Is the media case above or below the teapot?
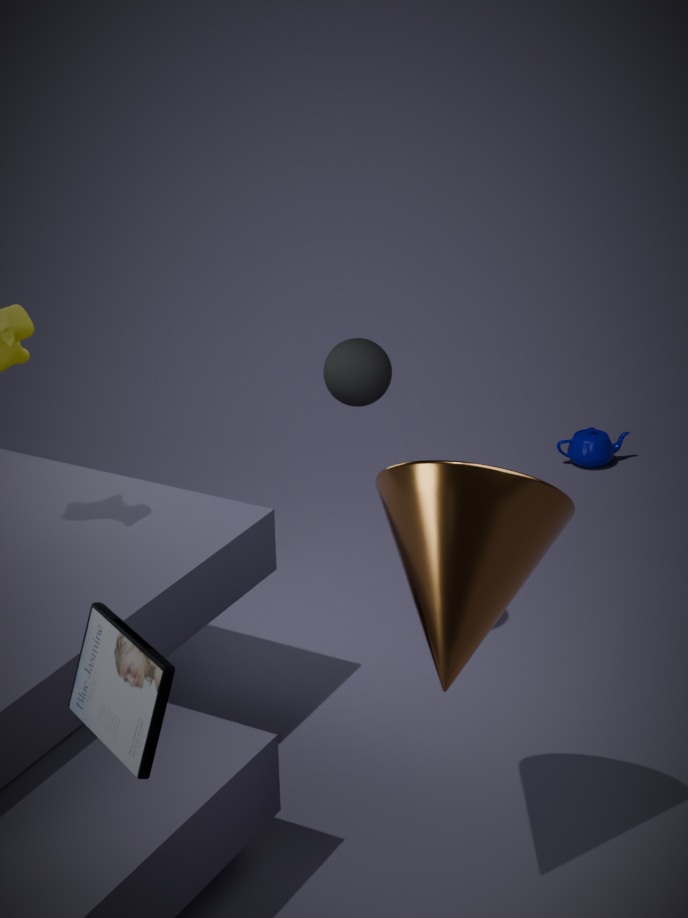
above
